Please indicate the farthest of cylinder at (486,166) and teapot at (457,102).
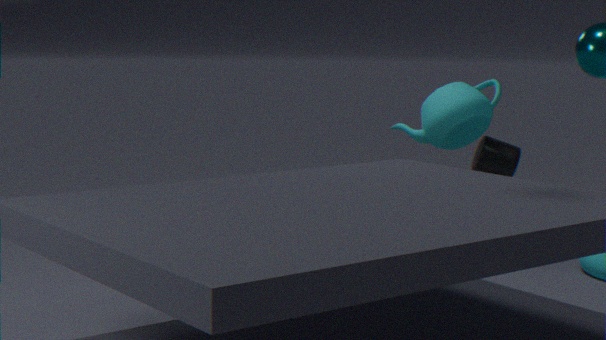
cylinder at (486,166)
